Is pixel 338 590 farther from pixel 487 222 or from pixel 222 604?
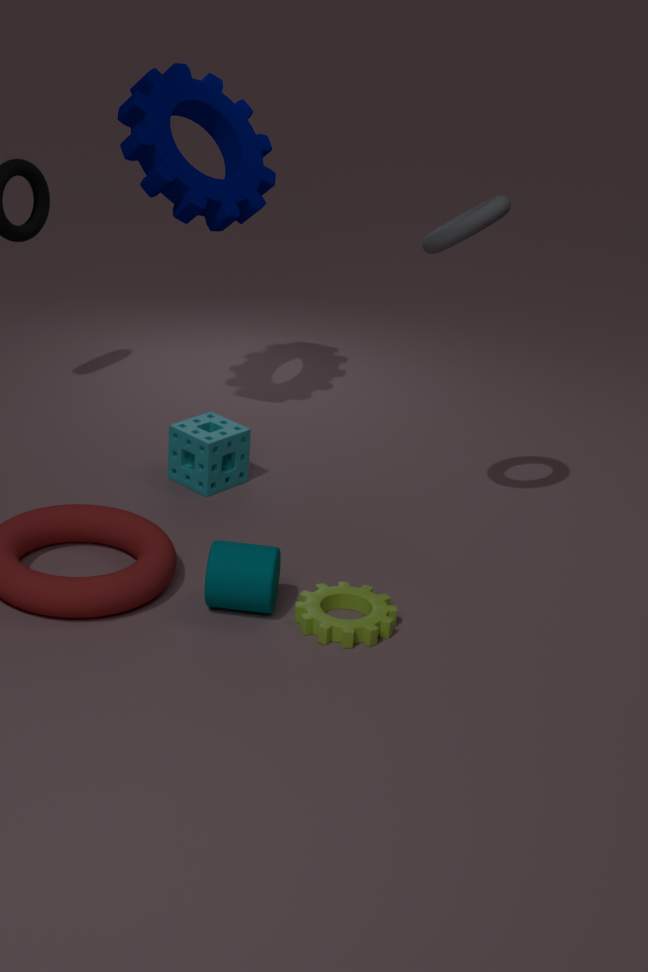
pixel 487 222
